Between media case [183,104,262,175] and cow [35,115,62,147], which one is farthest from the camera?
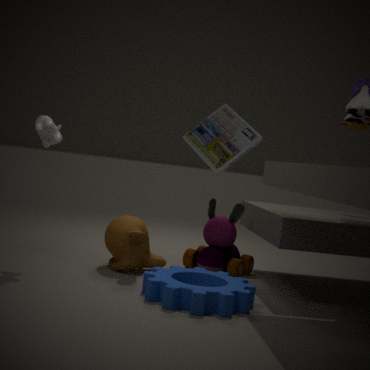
media case [183,104,262,175]
